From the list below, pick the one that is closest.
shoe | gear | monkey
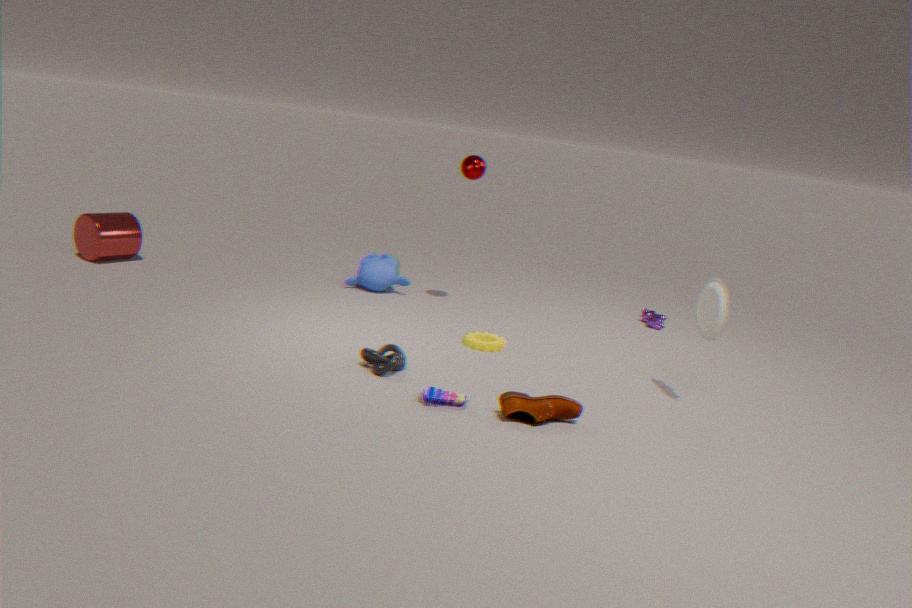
shoe
